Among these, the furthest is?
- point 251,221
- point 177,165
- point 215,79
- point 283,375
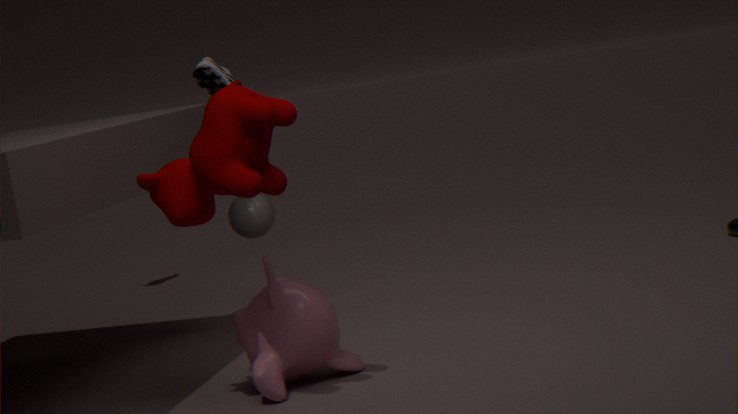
point 215,79
